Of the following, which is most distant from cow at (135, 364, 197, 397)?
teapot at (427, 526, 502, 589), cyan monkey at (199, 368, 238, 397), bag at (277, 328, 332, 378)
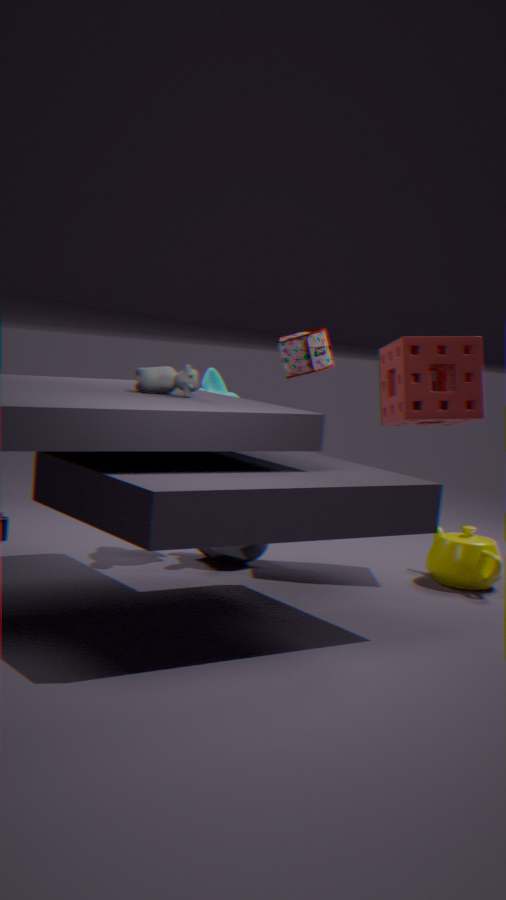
bag at (277, 328, 332, 378)
